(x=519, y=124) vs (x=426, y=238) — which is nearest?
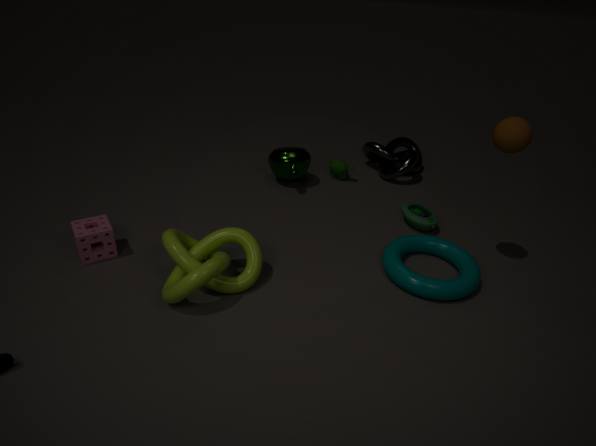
(x=519, y=124)
